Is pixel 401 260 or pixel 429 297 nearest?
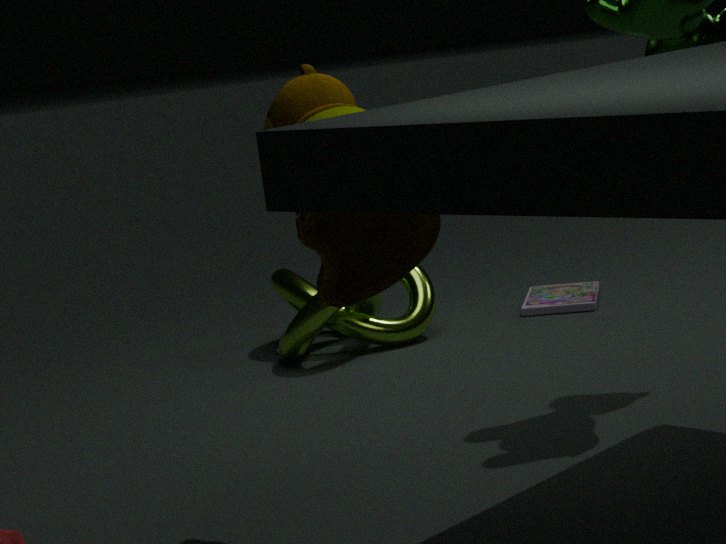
pixel 401 260
